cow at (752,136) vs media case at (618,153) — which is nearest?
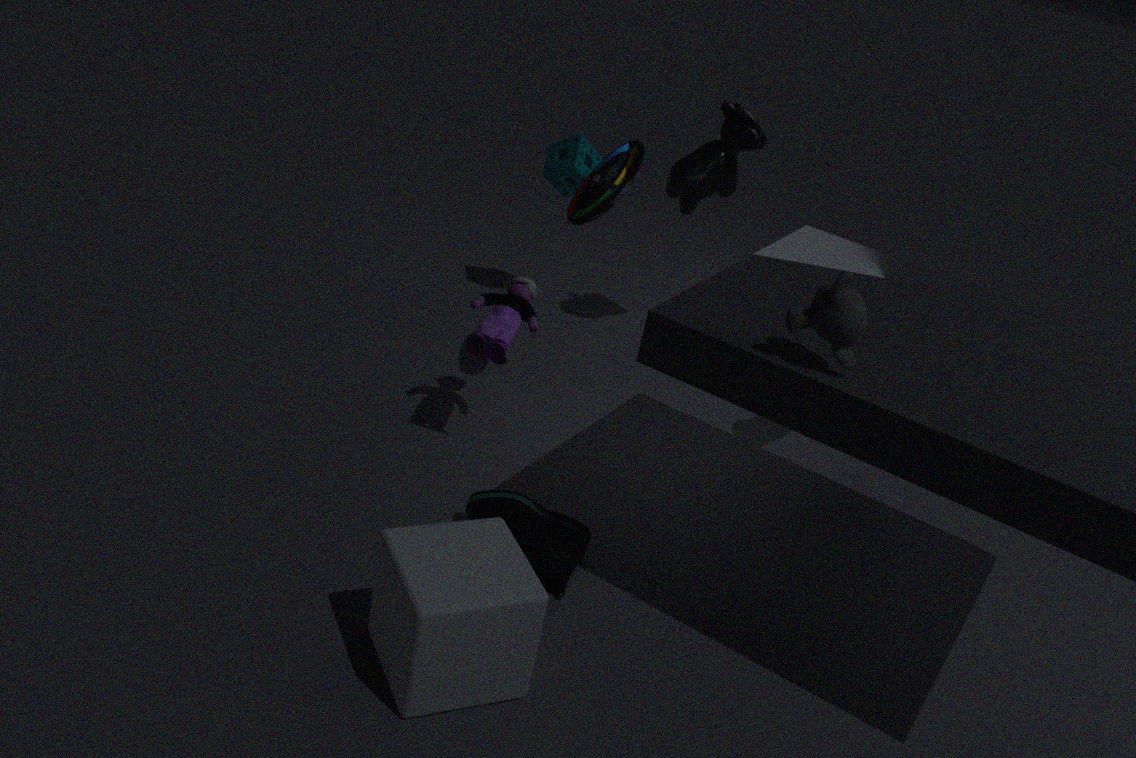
media case at (618,153)
